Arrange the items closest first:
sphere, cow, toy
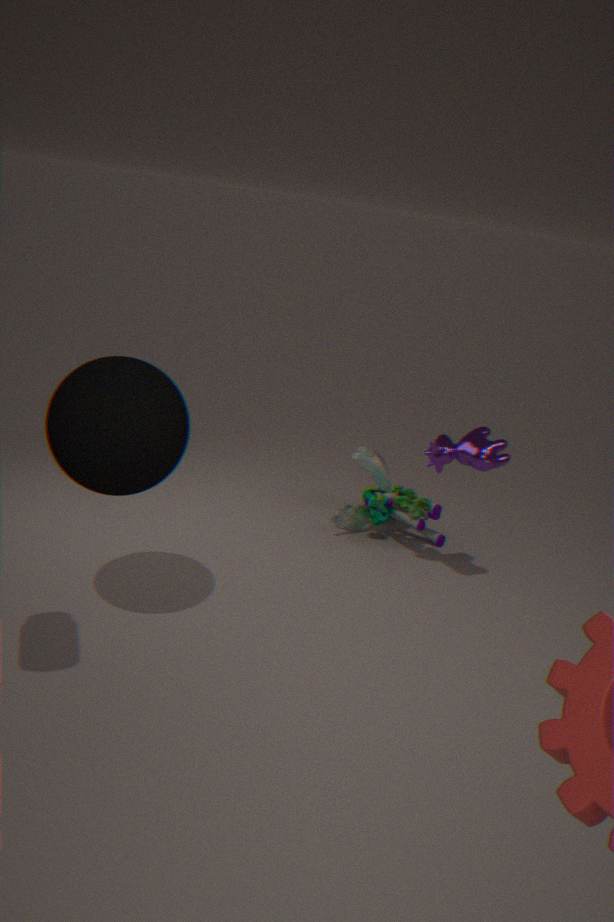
sphere
cow
toy
